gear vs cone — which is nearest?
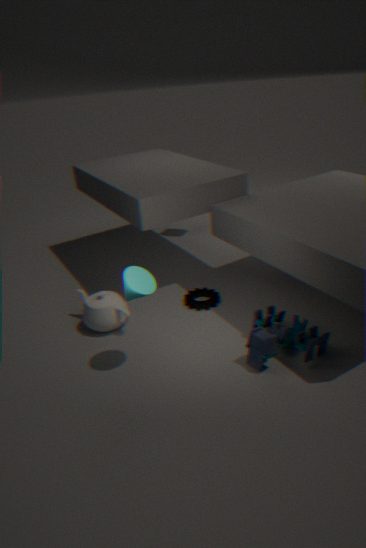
cone
